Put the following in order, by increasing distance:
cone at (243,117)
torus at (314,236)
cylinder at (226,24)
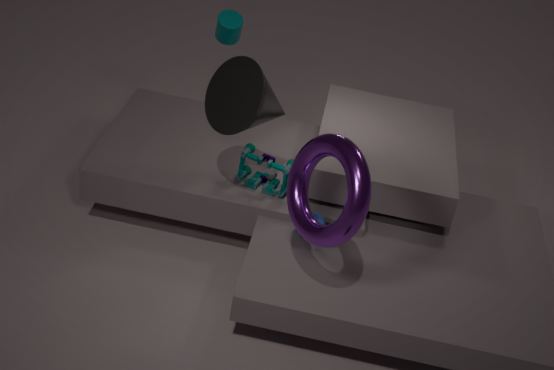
torus at (314,236), cone at (243,117), cylinder at (226,24)
